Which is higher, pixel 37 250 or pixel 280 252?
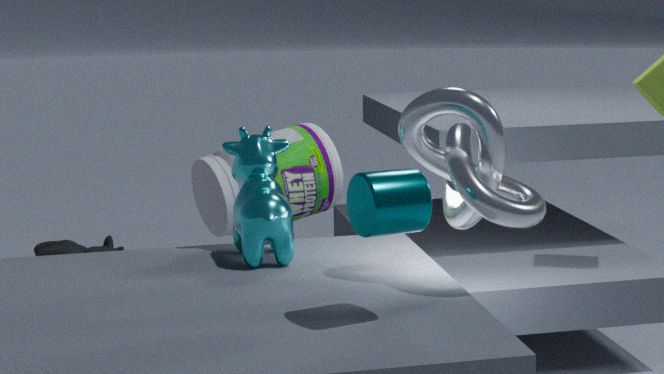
pixel 280 252
